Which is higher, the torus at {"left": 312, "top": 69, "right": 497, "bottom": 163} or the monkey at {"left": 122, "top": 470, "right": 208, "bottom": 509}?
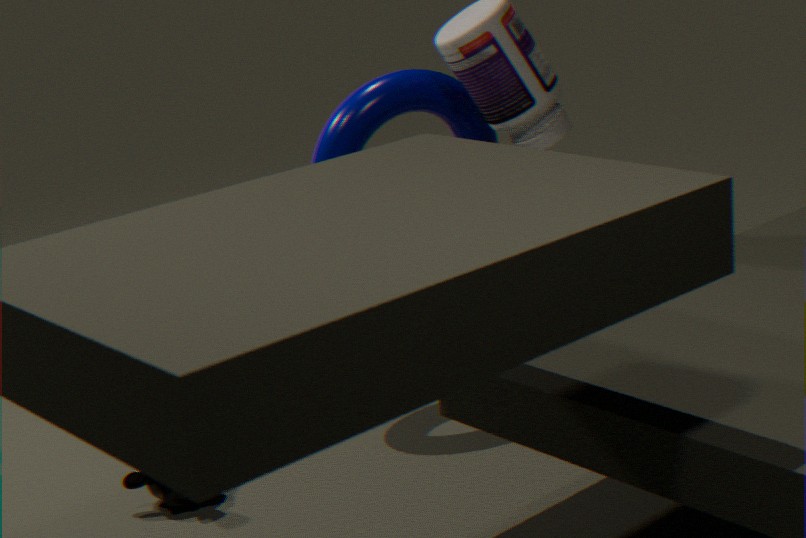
the torus at {"left": 312, "top": 69, "right": 497, "bottom": 163}
